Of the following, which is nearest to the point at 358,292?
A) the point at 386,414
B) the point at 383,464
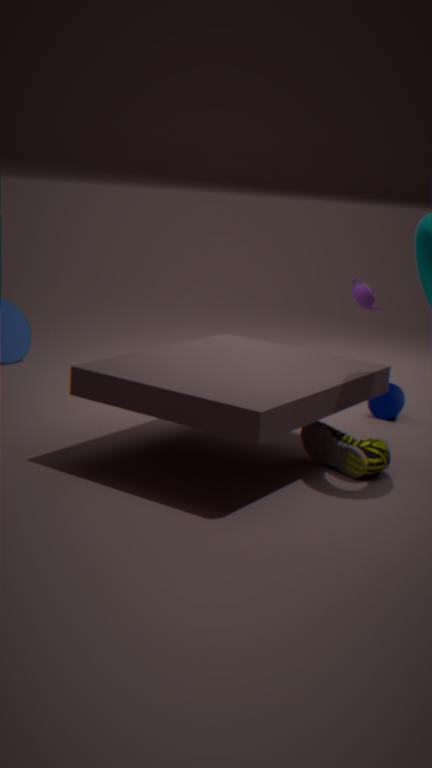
the point at 386,414
